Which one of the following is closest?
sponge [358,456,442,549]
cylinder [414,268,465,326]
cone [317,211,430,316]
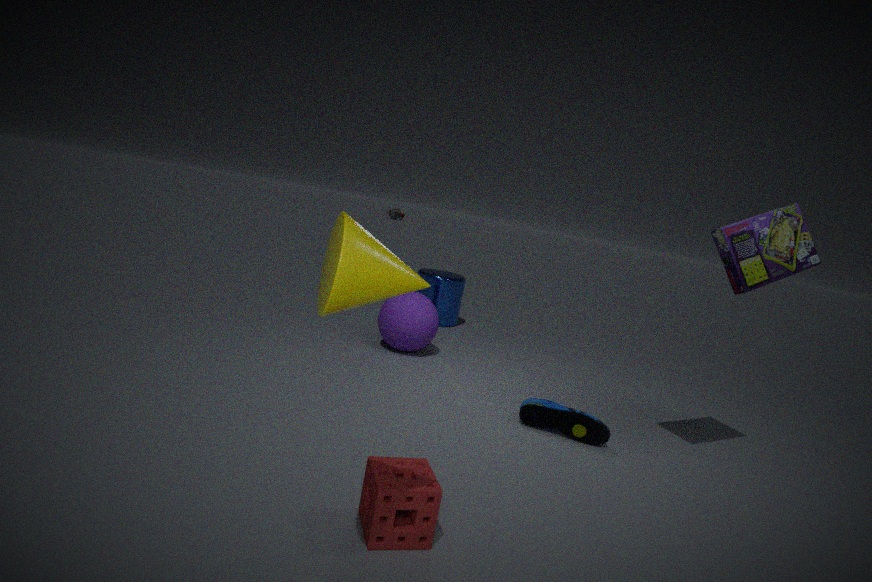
cone [317,211,430,316]
